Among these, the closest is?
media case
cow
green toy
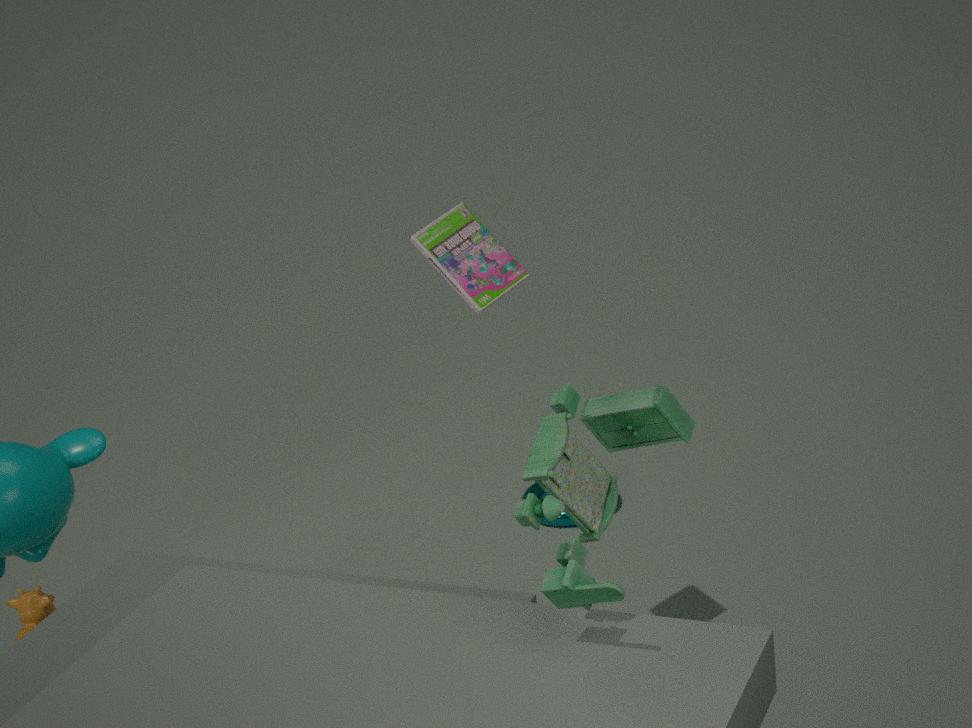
green toy
